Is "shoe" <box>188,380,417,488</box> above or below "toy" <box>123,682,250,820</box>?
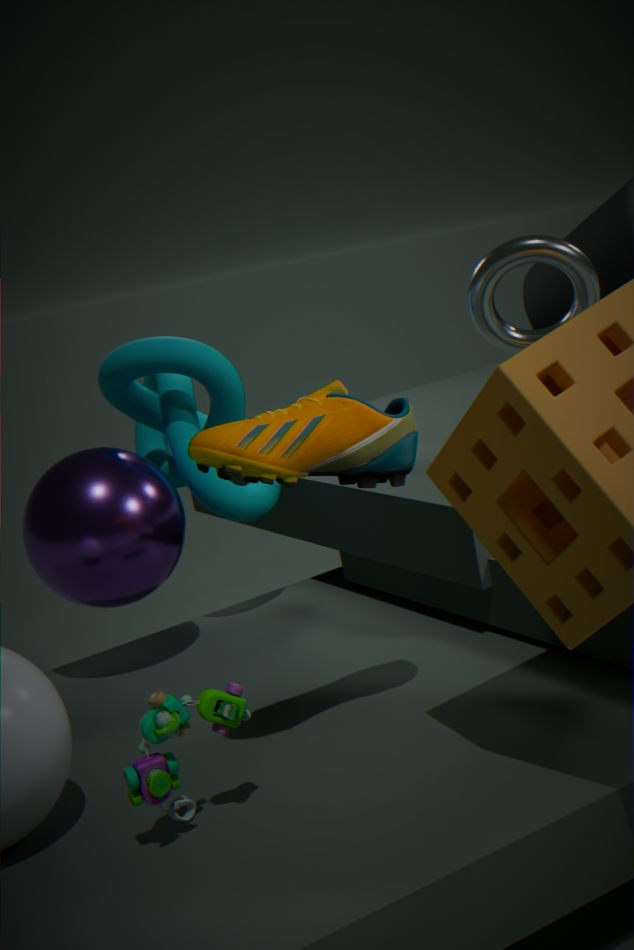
above
